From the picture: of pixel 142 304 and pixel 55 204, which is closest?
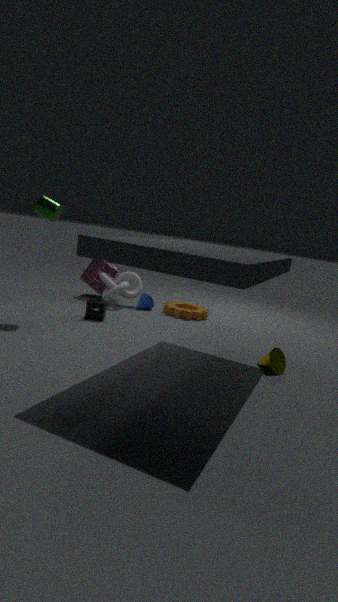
pixel 55 204
